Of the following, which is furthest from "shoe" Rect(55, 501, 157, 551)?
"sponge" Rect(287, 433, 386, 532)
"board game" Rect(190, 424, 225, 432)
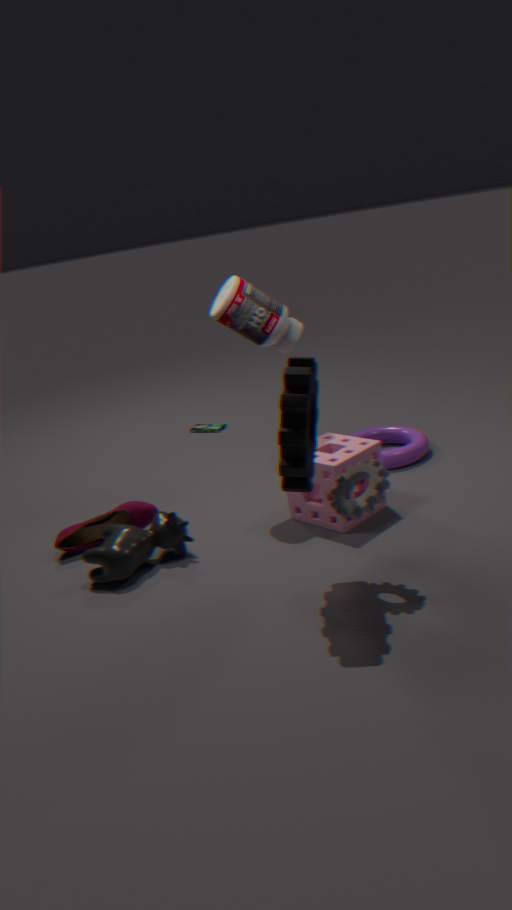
"board game" Rect(190, 424, 225, 432)
